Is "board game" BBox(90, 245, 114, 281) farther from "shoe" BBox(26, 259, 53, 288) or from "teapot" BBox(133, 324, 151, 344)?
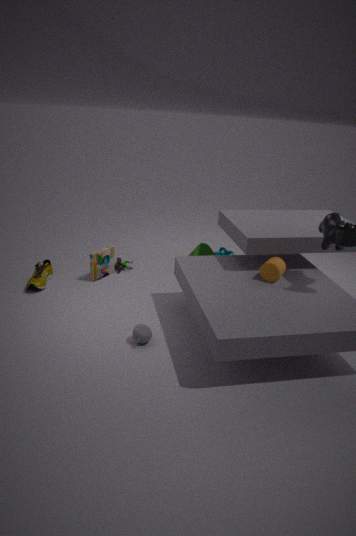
"teapot" BBox(133, 324, 151, 344)
